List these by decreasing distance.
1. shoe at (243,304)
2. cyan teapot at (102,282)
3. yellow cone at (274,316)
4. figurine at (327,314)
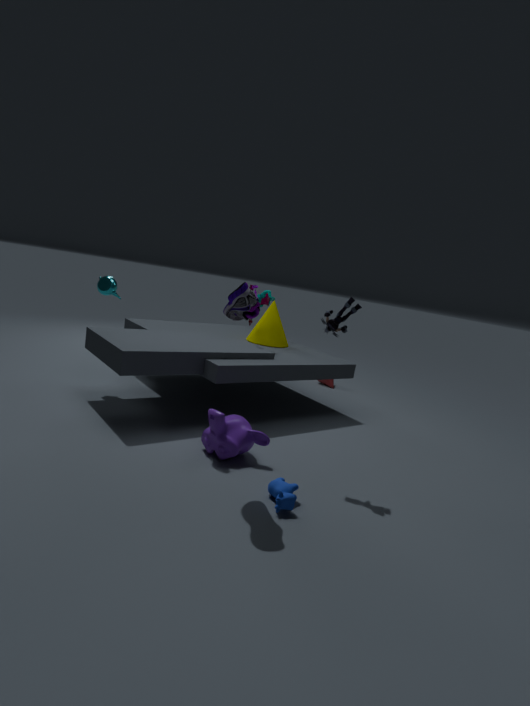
yellow cone at (274,316) → cyan teapot at (102,282) → figurine at (327,314) → shoe at (243,304)
